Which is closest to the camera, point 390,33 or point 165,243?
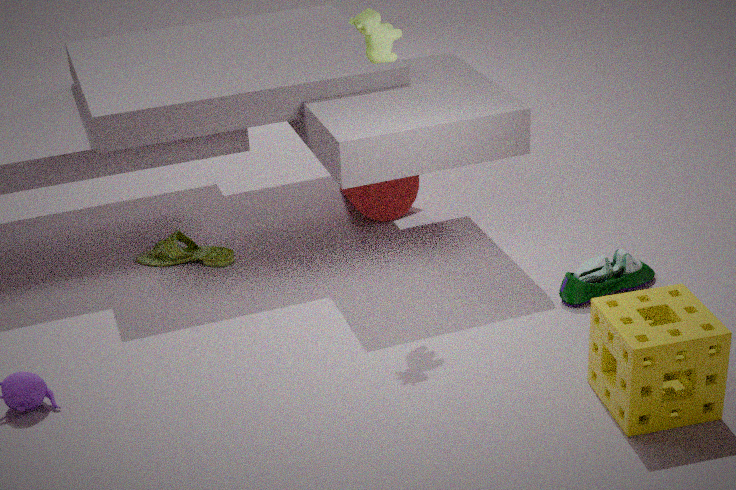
point 390,33
